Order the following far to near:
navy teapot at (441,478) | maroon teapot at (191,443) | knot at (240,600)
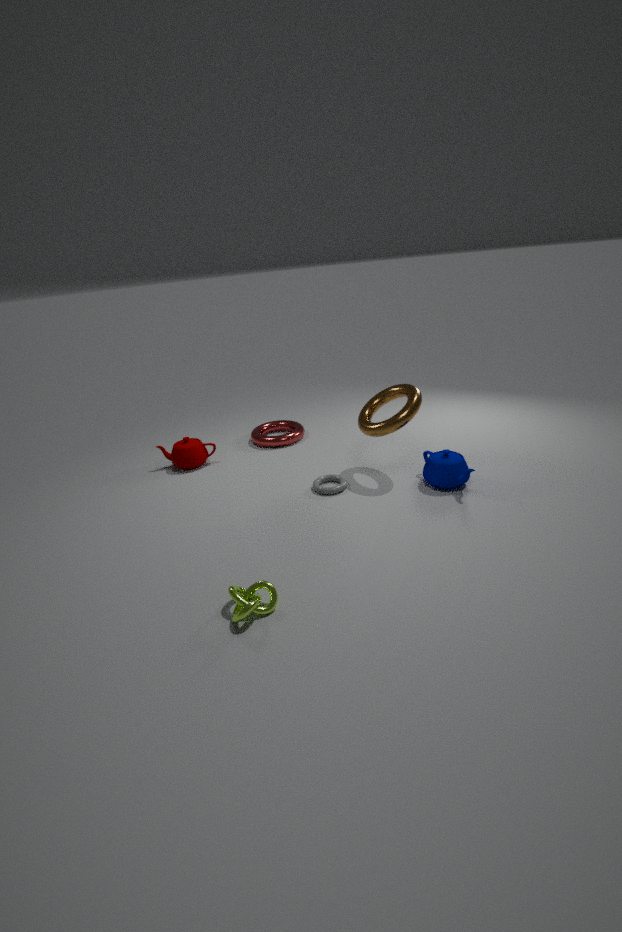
maroon teapot at (191,443)
navy teapot at (441,478)
knot at (240,600)
